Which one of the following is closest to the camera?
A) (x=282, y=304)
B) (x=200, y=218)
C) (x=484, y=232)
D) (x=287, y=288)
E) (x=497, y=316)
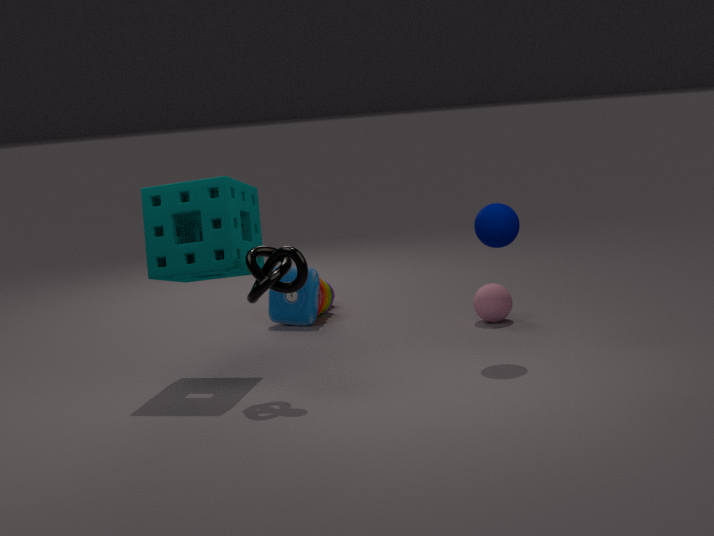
(x=287, y=288)
